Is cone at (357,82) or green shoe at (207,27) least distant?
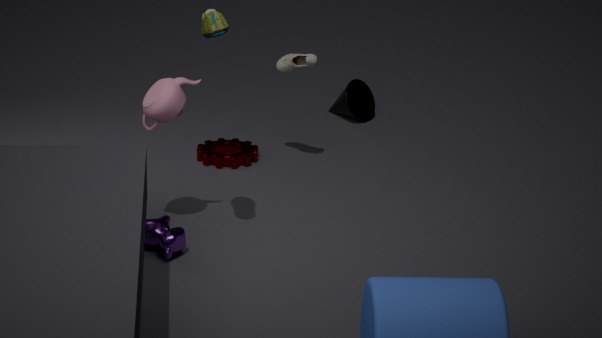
green shoe at (207,27)
